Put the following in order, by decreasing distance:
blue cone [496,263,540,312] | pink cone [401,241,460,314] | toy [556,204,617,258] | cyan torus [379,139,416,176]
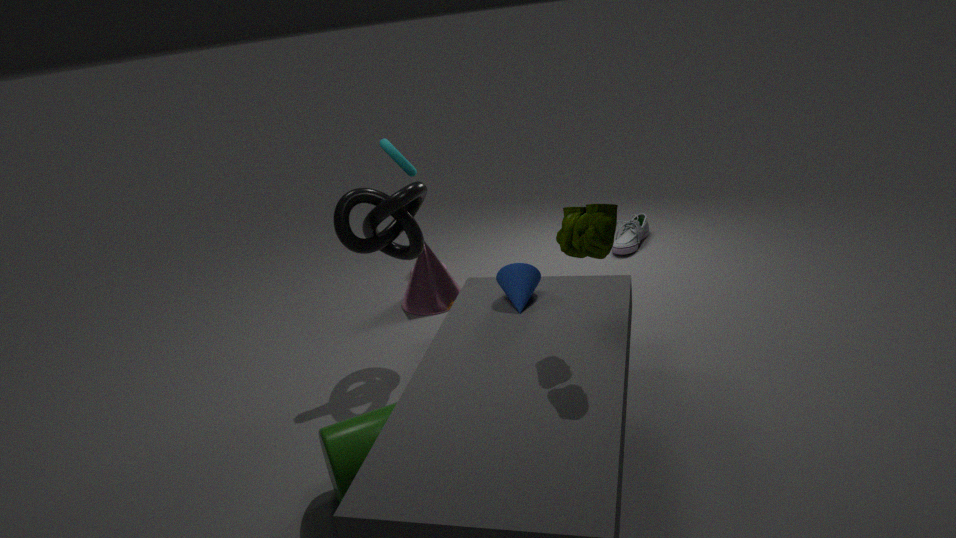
pink cone [401,241,460,314] < cyan torus [379,139,416,176] < blue cone [496,263,540,312] < toy [556,204,617,258]
